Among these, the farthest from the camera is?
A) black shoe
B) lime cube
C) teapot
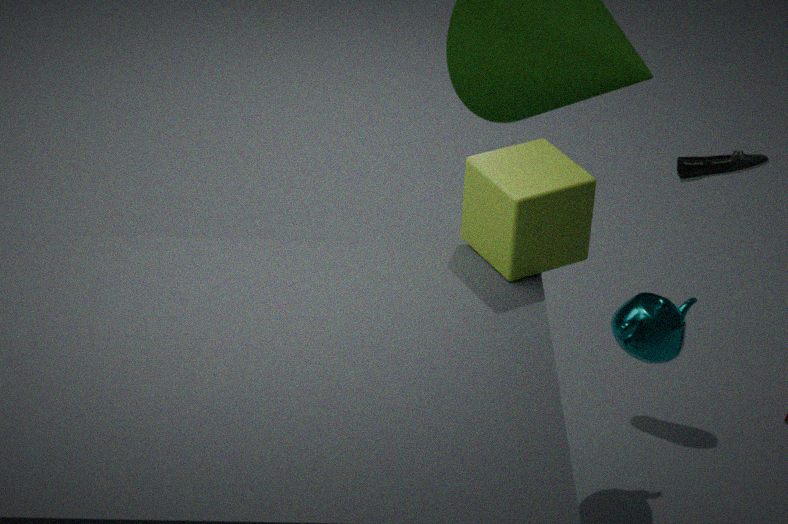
black shoe
